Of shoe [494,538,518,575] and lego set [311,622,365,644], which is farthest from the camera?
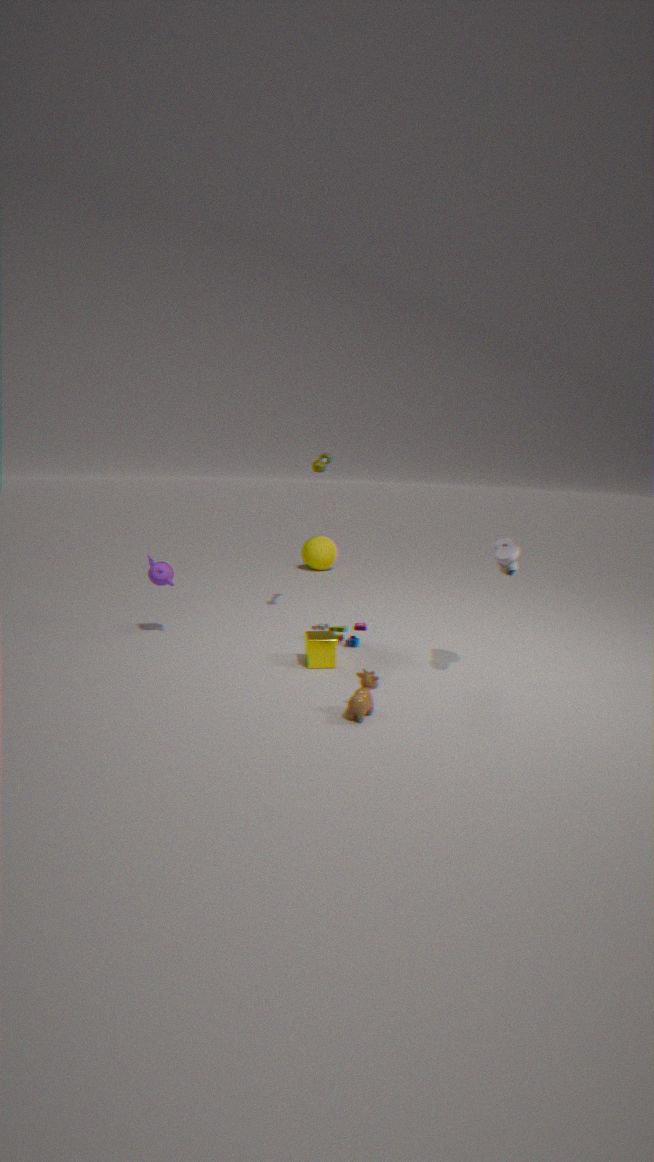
lego set [311,622,365,644]
